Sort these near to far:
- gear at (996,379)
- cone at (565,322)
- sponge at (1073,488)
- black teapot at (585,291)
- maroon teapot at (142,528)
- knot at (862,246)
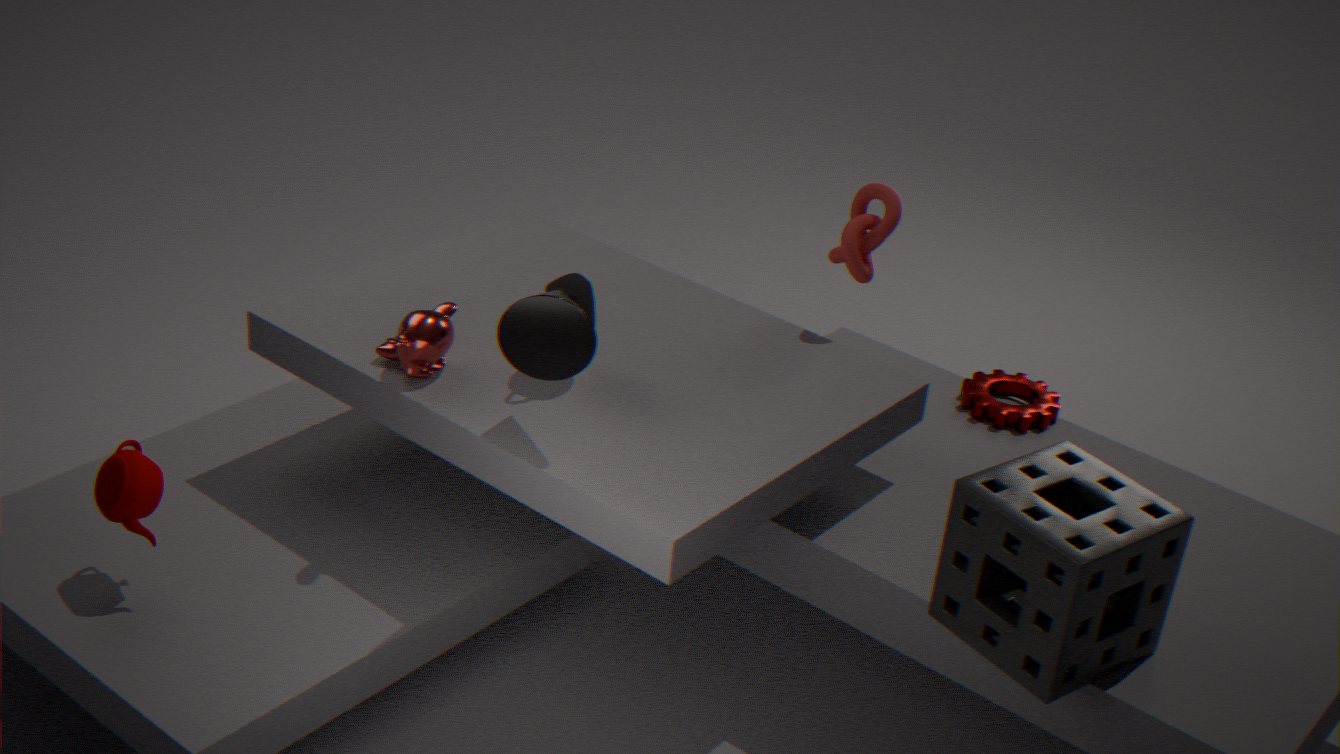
1. sponge at (1073,488)
2. cone at (565,322)
3. maroon teapot at (142,528)
4. black teapot at (585,291)
5. knot at (862,246)
6. gear at (996,379)
